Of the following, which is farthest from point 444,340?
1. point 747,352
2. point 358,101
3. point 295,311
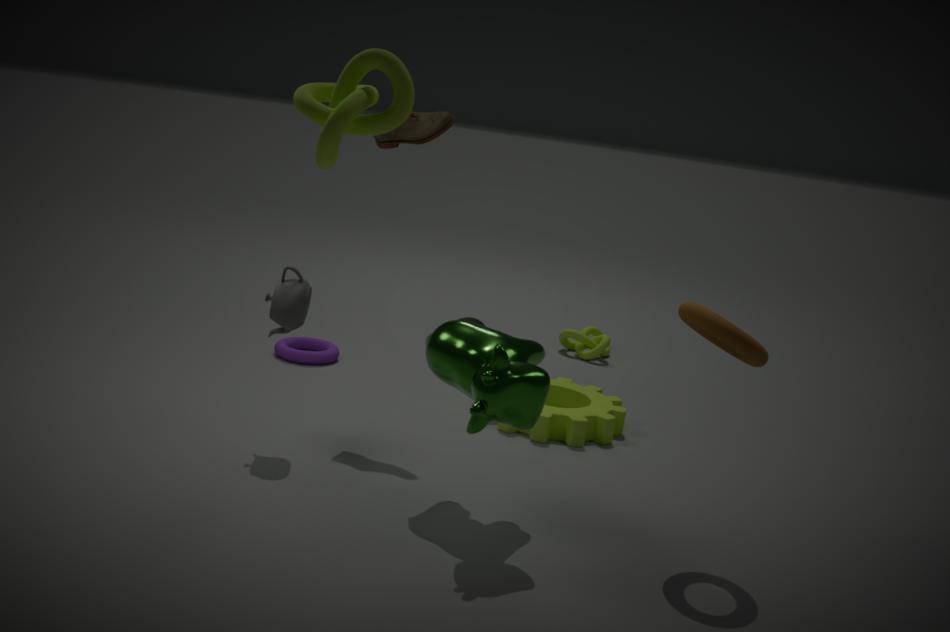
point 358,101
